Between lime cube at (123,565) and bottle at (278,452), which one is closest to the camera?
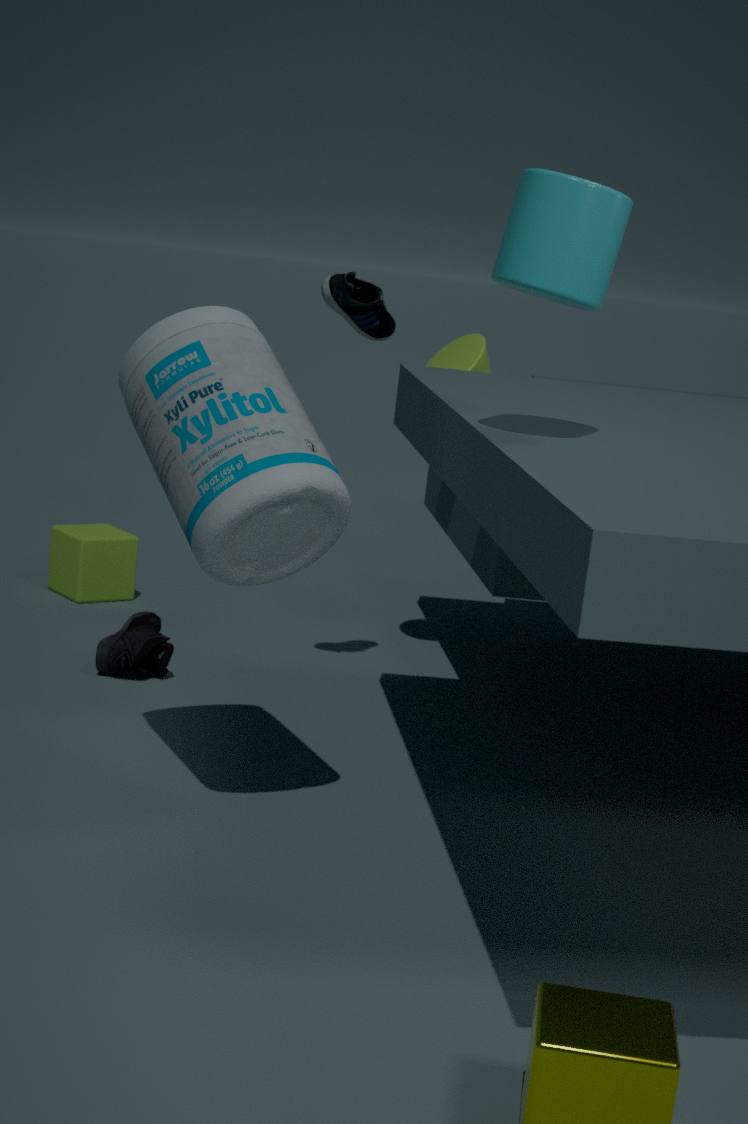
bottle at (278,452)
